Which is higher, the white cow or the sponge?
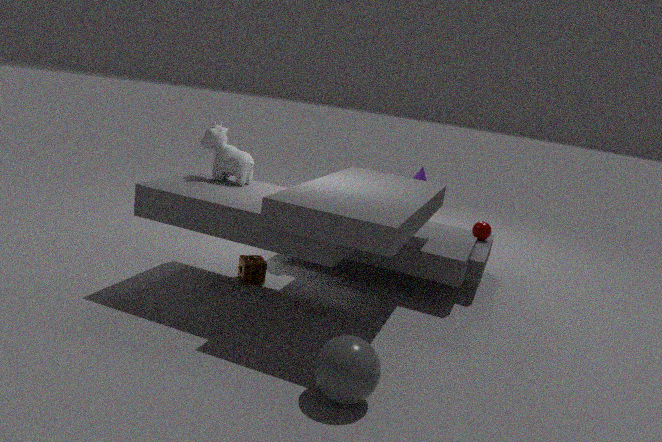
the white cow
